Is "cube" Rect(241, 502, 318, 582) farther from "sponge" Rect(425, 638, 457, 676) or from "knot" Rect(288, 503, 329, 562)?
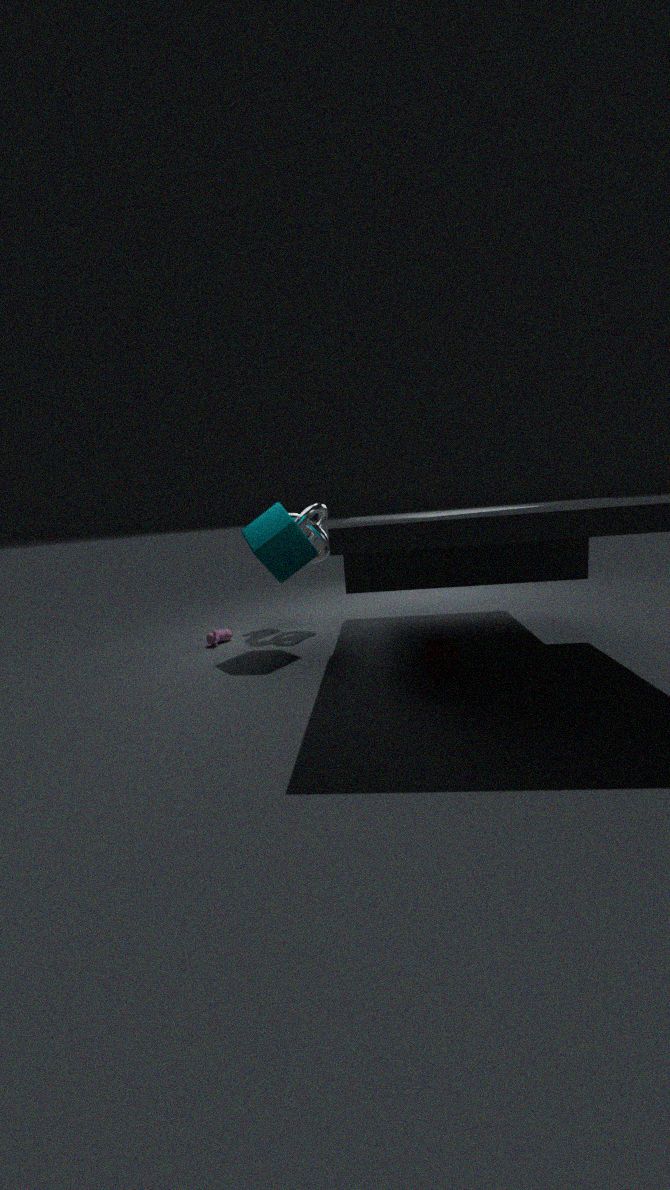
"sponge" Rect(425, 638, 457, 676)
